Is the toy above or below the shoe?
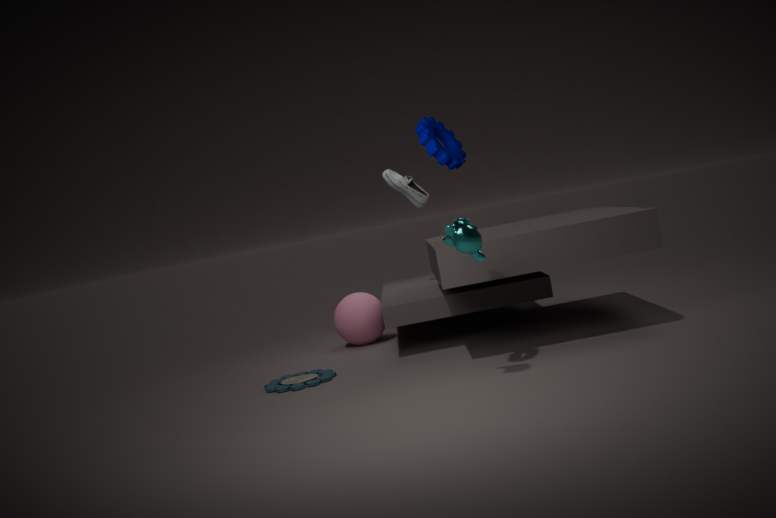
below
